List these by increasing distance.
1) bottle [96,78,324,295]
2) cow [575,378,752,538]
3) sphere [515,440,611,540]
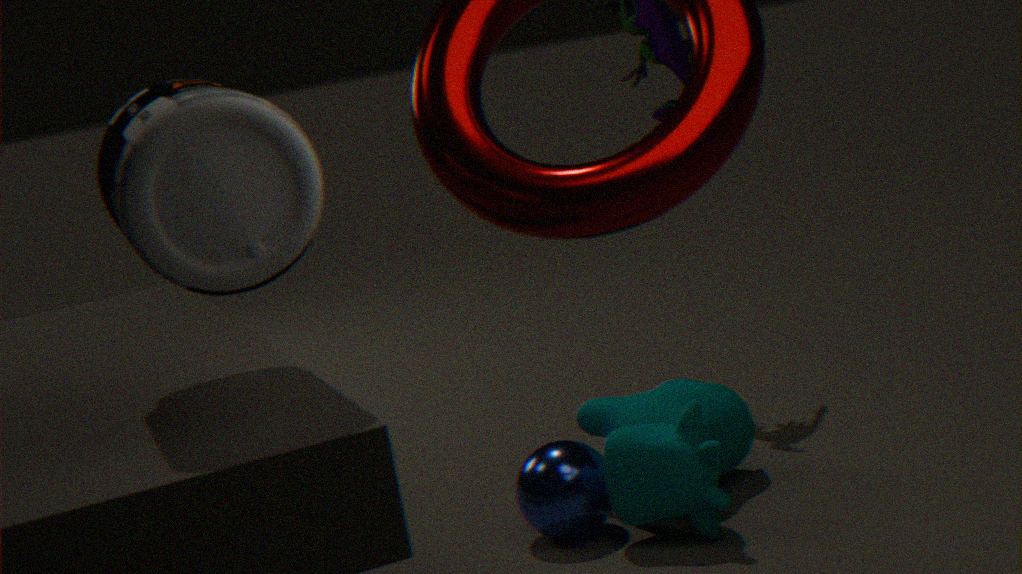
1. bottle [96,78,324,295]
2. cow [575,378,752,538]
3. sphere [515,440,611,540]
